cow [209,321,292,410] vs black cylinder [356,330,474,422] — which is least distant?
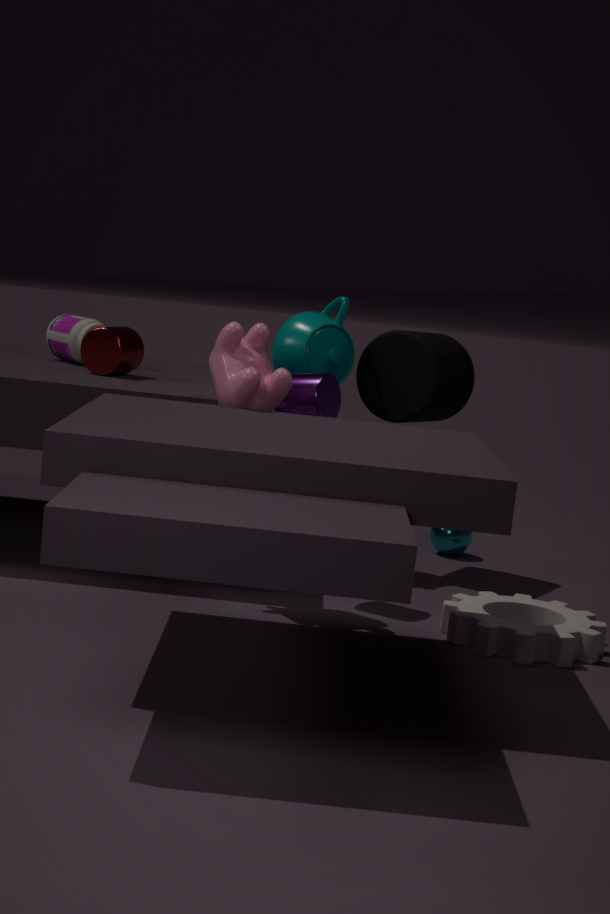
cow [209,321,292,410]
